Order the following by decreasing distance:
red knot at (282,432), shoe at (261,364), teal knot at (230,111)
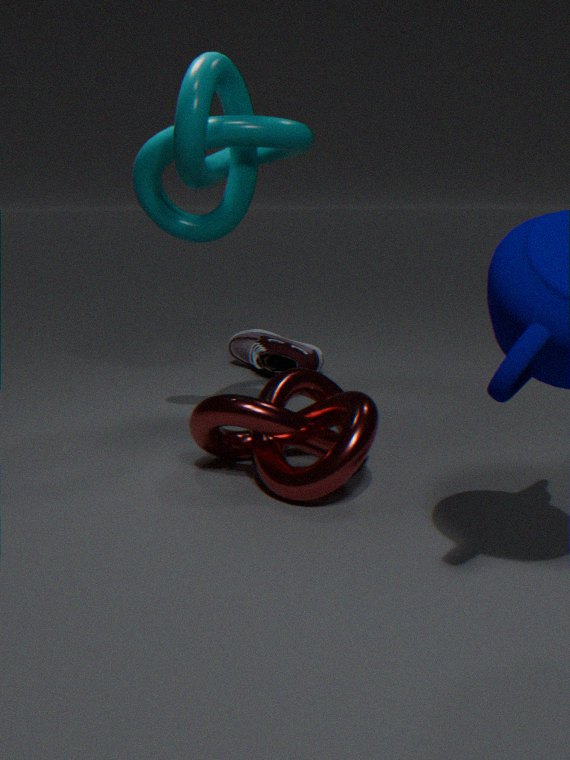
shoe at (261,364)
teal knot at (230,111)
red knot at (282,432)
